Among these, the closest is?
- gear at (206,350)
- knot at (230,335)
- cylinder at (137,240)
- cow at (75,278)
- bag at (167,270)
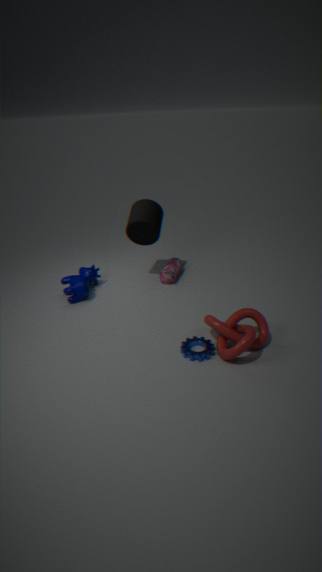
knot at (230,335)
